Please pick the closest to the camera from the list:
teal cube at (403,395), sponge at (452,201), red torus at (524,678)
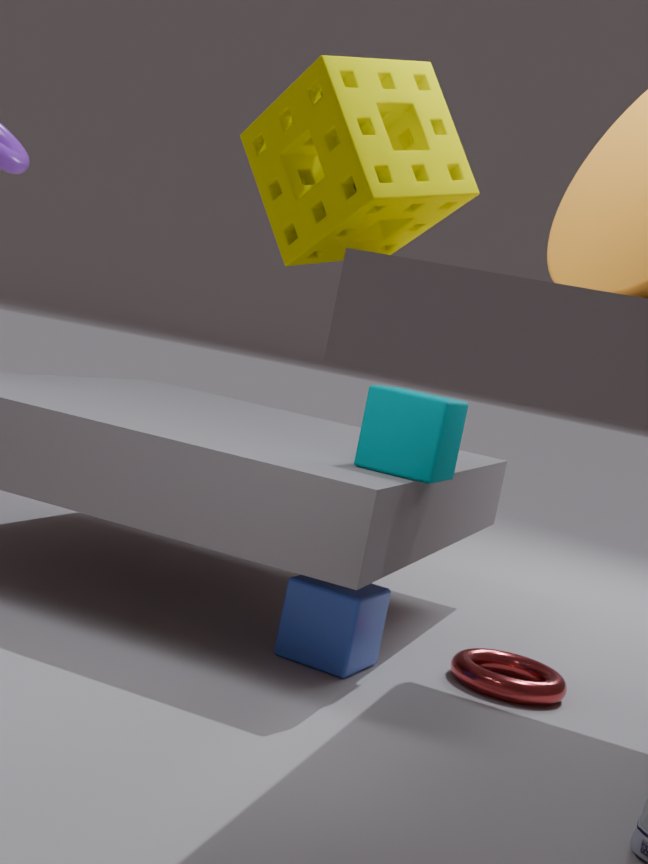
sponge at (452,201)
